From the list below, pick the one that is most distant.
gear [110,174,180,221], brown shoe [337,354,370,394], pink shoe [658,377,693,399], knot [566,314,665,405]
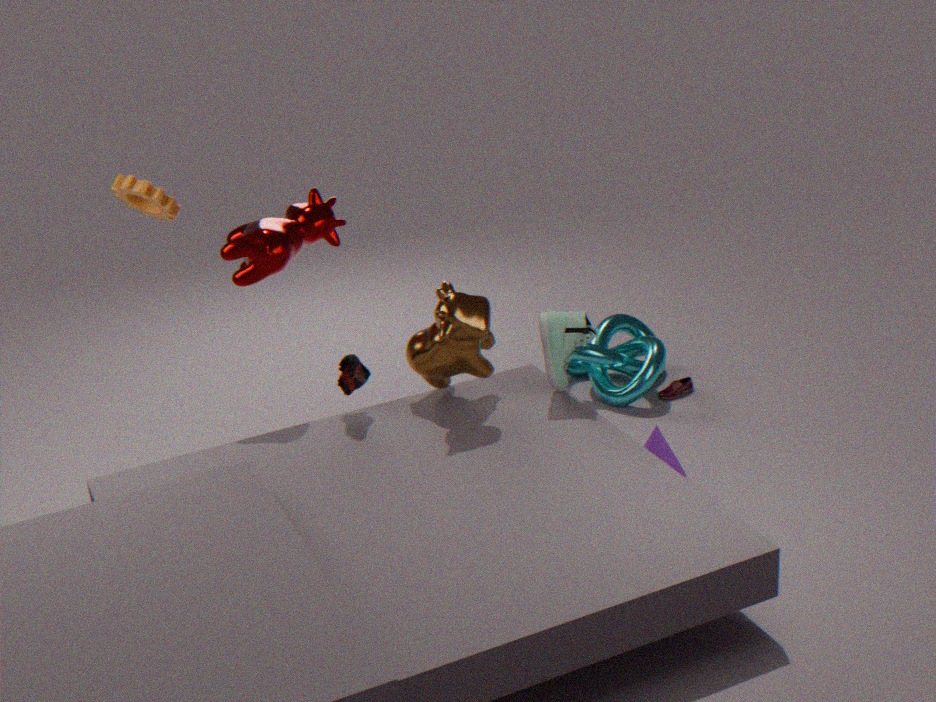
pink shoe [658,377,693,399]
